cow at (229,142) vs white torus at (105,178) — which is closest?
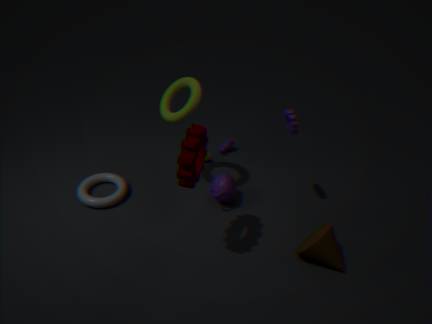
white torus at (105,178)
